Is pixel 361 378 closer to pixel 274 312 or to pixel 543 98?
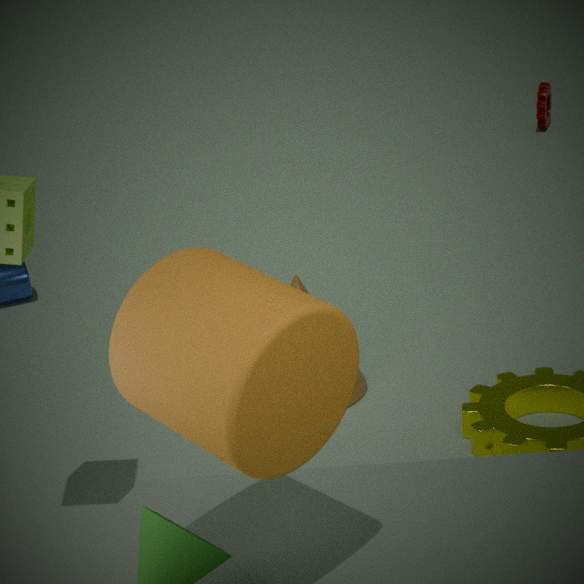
pixel 274 312
